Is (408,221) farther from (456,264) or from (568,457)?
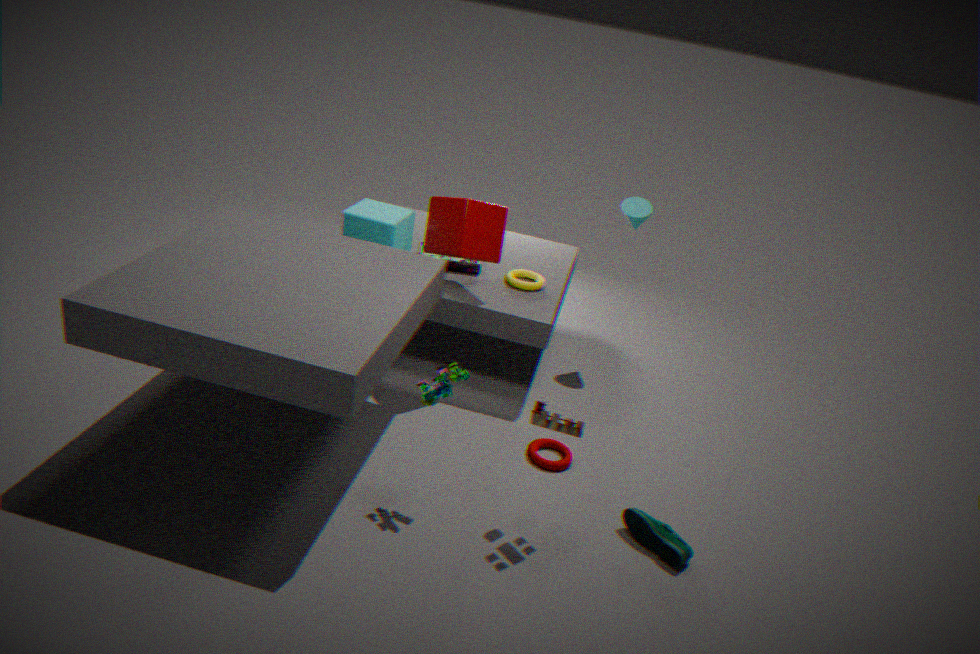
(568,457)
